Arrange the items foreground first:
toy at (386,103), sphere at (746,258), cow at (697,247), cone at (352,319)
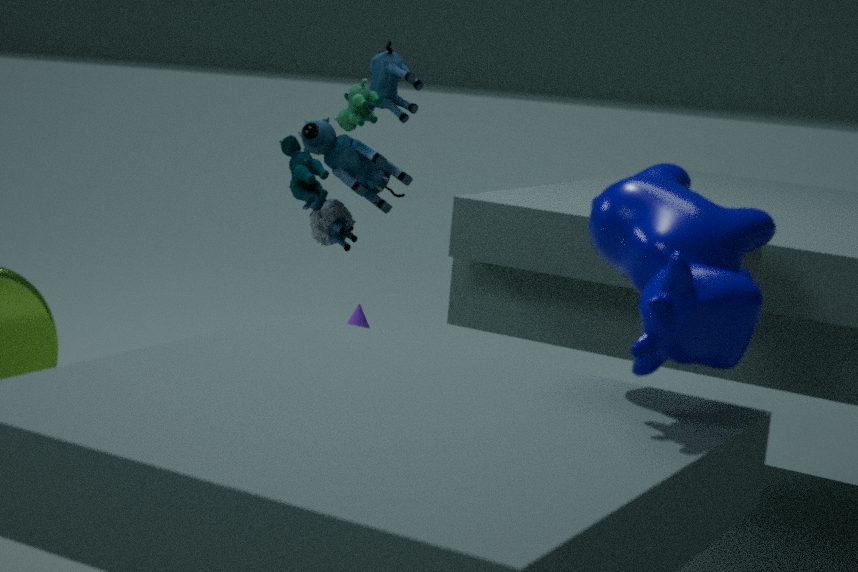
1. cow at (697,247)
2. sphere at (746,258)
3. toy at (386,103)
4. cone at (352,319)
